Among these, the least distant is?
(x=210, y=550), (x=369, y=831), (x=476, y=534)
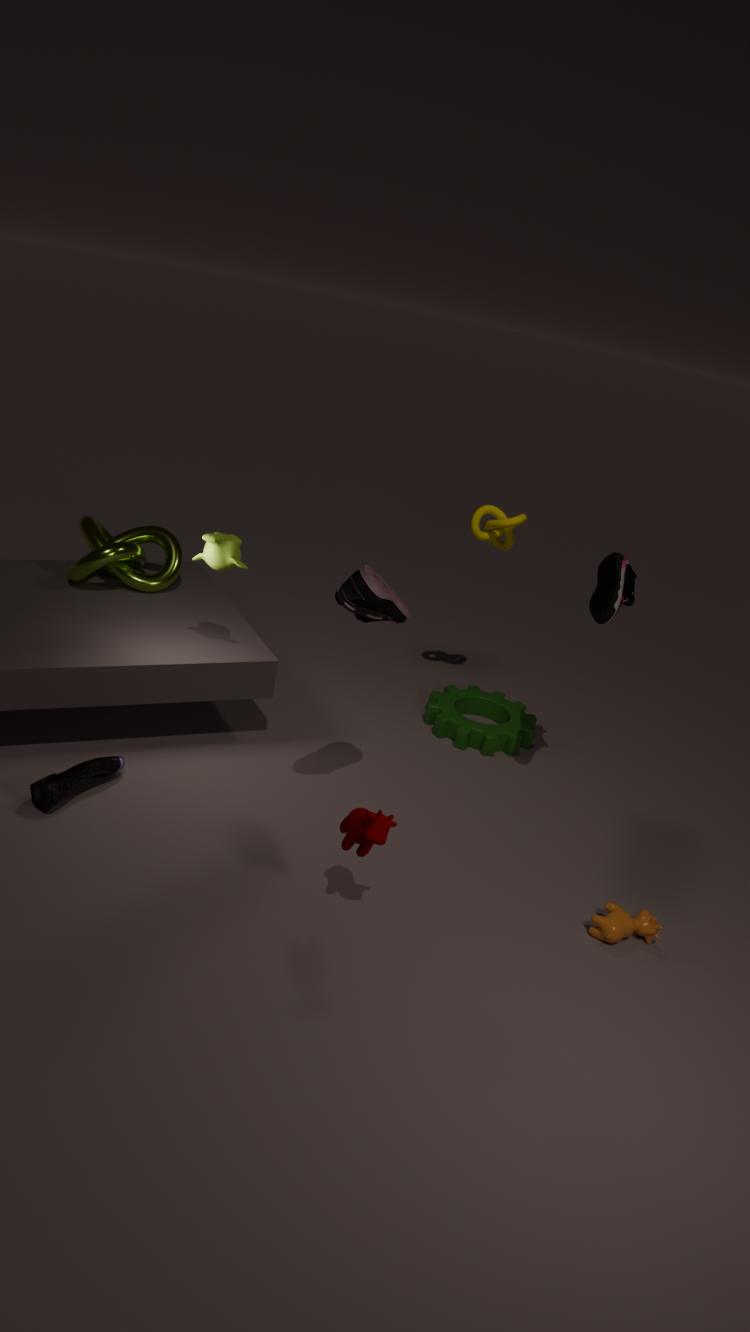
(x=369, y=831)
